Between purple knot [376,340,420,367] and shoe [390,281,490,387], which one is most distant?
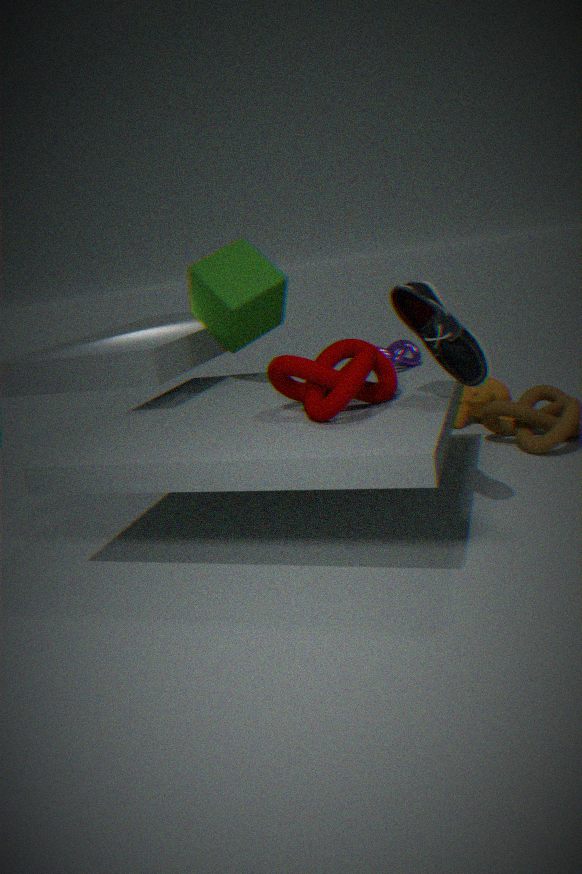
purple knot [376,340,420,367]
